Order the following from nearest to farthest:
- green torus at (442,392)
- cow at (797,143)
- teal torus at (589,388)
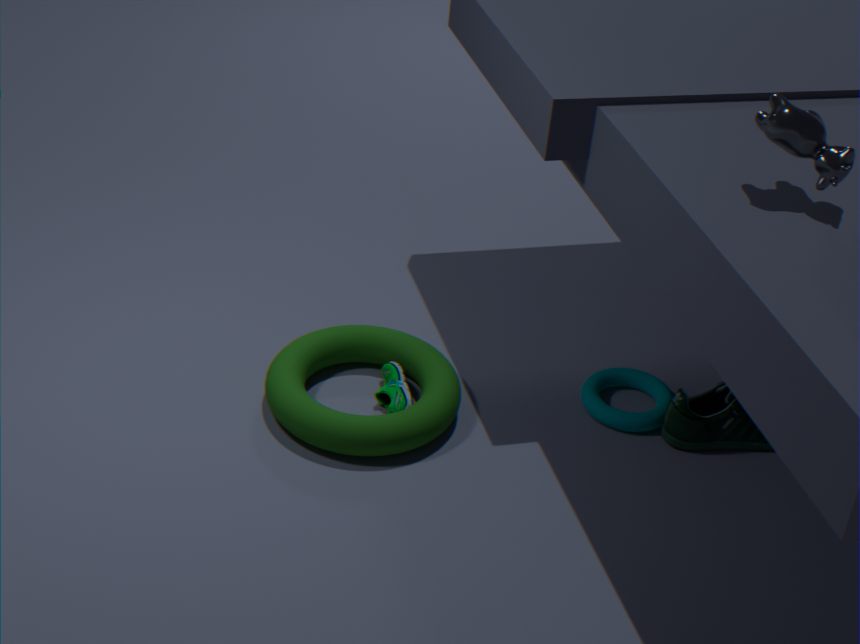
cow at (797,143) → green torus at (442,392) → teal torus at (589,388)
